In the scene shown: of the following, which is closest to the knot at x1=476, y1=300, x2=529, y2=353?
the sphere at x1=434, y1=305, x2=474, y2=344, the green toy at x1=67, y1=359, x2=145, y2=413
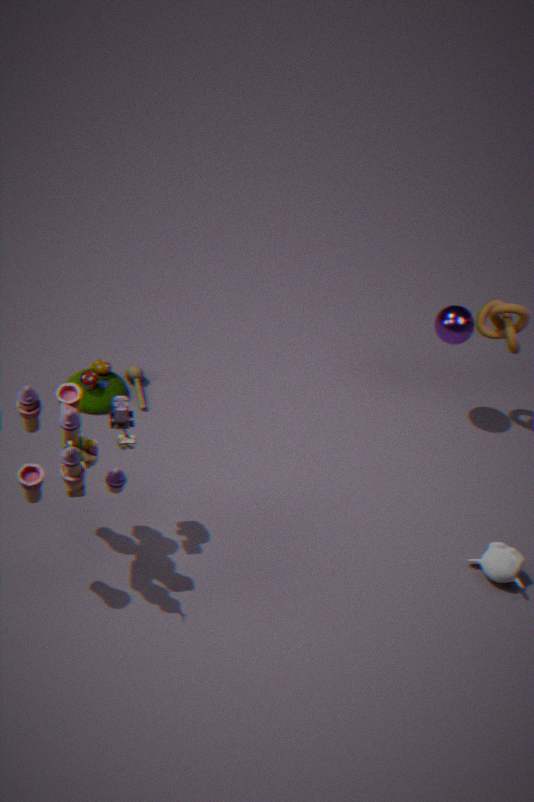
the sphere at x1=434, y1=305, x2=474, y2=344
